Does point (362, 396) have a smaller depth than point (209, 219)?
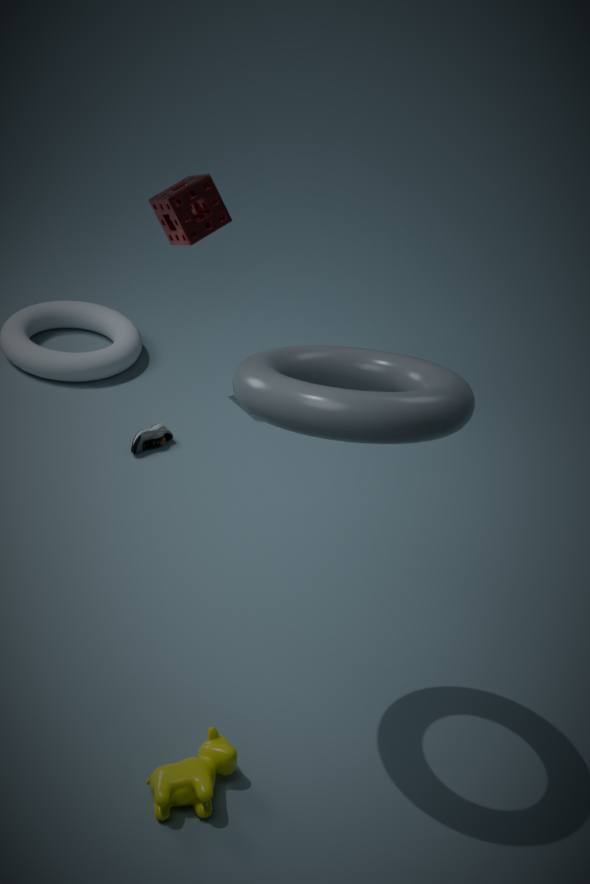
Yes
